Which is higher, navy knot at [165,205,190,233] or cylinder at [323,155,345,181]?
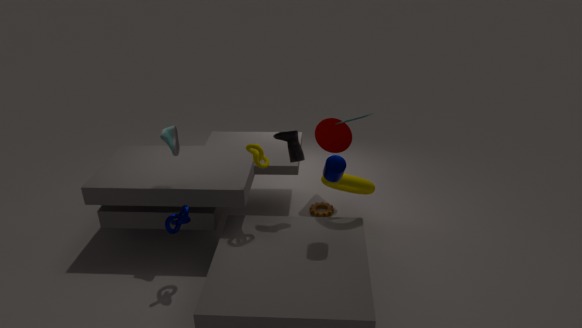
cylinder at [323,155,345,181]
